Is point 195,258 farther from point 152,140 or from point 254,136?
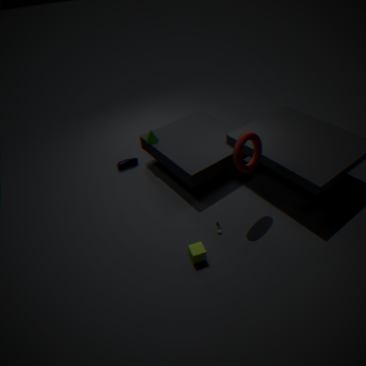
point 152,140
